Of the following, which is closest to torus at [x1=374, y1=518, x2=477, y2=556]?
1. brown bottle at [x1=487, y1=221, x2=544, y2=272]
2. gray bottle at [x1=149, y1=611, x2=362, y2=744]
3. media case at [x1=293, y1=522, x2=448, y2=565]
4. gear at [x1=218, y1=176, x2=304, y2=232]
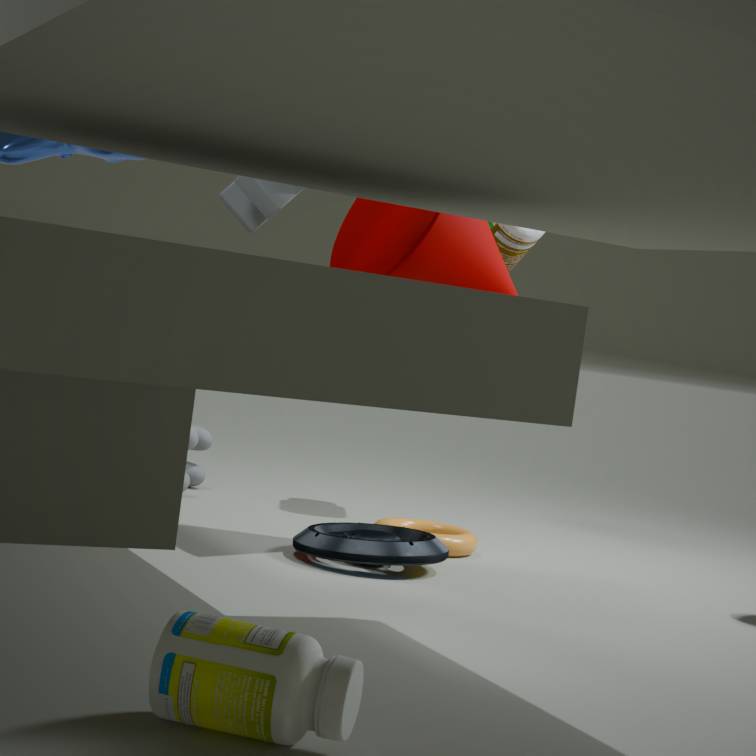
media case at [x1=293, y1=522, x2=448, y2=565]
